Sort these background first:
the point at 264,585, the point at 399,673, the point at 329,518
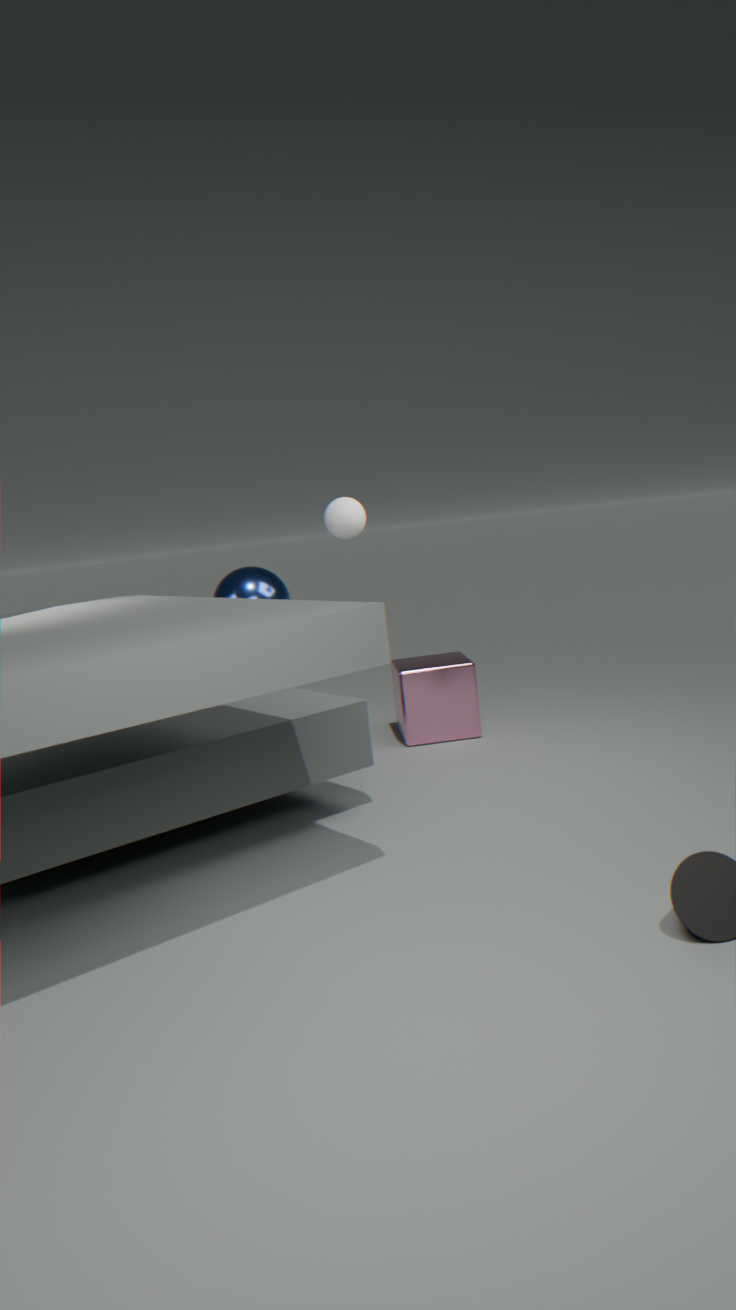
the point at 399,673 < the point at 264,585 < the point at 329,518
